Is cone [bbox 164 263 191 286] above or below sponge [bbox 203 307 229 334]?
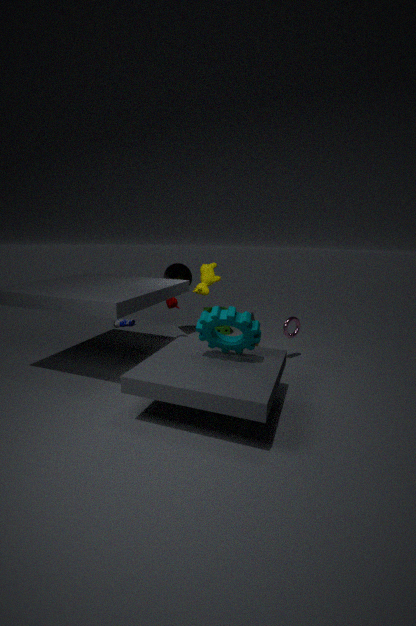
above
